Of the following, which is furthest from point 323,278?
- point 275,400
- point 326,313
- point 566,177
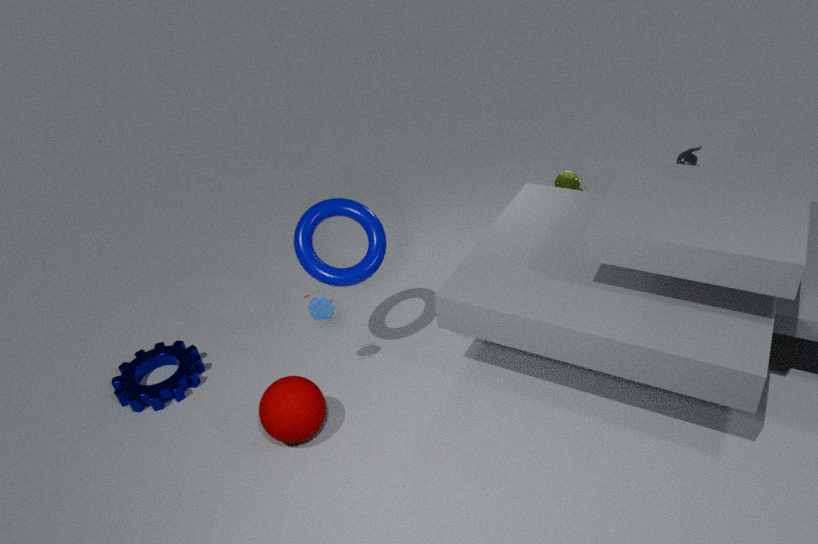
point 566,177
